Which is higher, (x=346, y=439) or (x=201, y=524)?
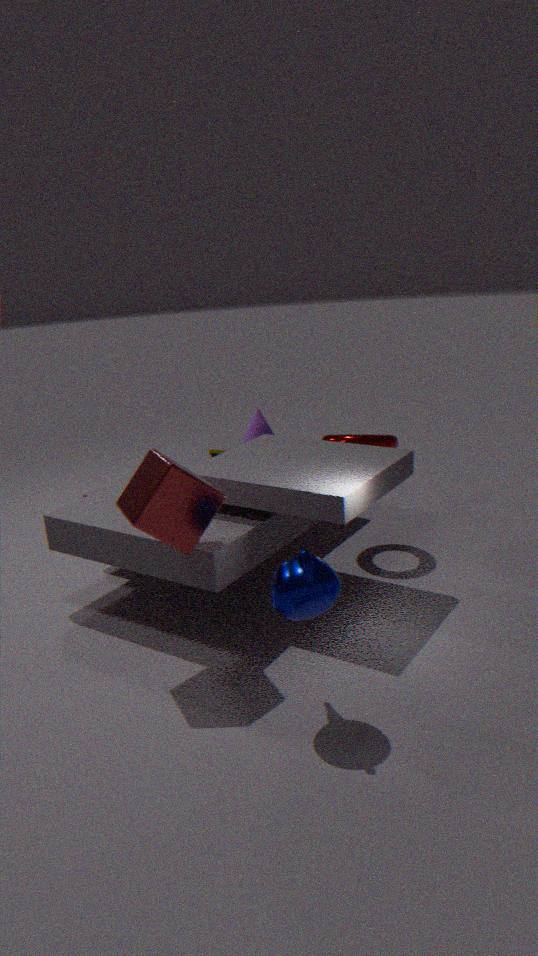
(x=201, y=524)
